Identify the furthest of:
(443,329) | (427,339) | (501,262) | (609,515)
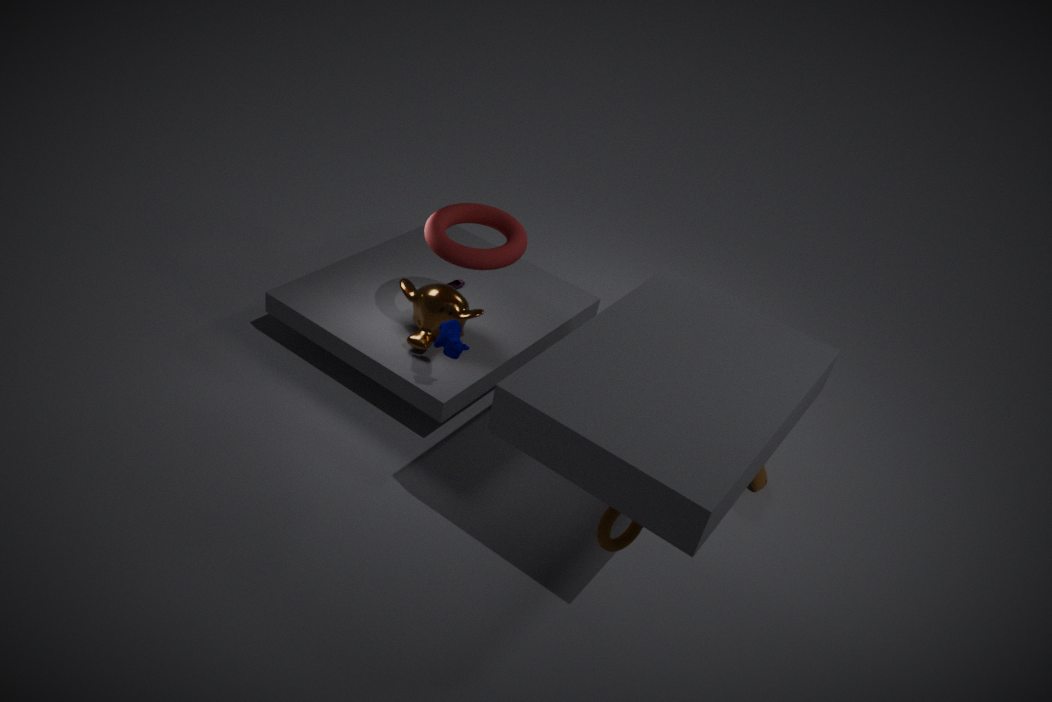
(427,339)
